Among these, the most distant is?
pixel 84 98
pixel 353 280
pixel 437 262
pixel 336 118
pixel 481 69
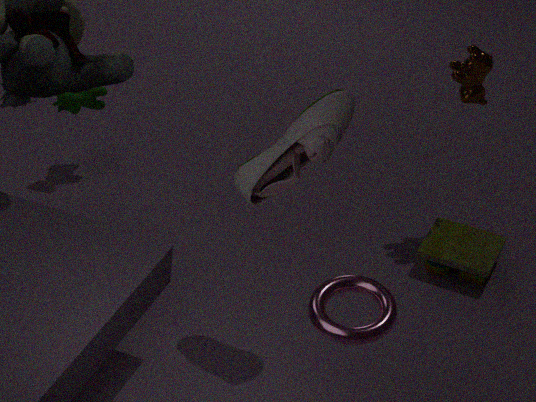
pixel 84 98
